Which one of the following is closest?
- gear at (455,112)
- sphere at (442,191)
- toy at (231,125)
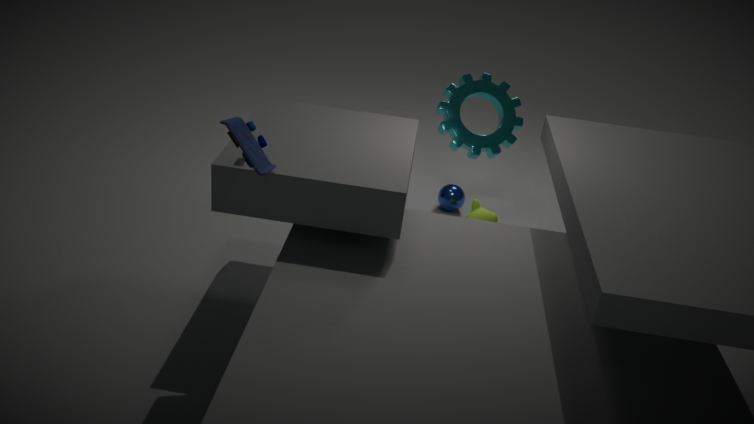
toy at (231,125)
